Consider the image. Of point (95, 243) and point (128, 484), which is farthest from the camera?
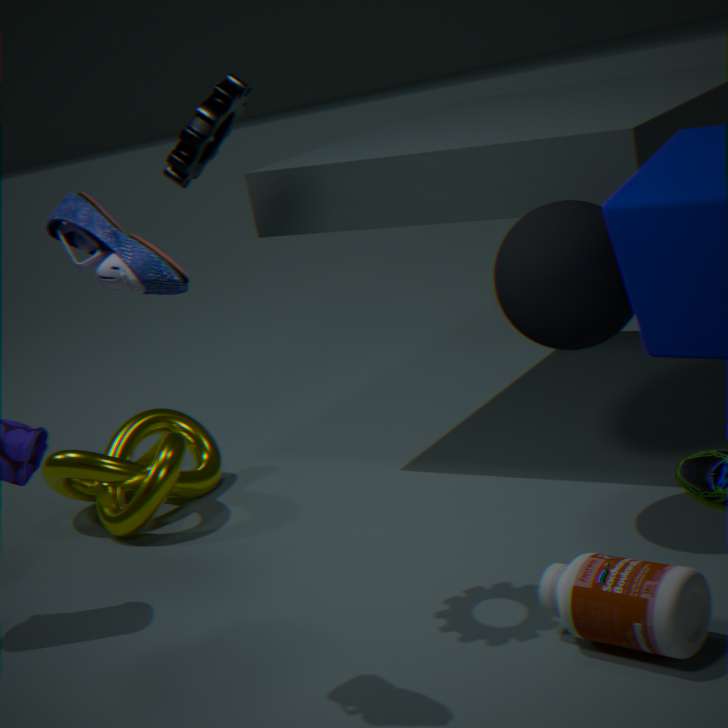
point (128, 484)
